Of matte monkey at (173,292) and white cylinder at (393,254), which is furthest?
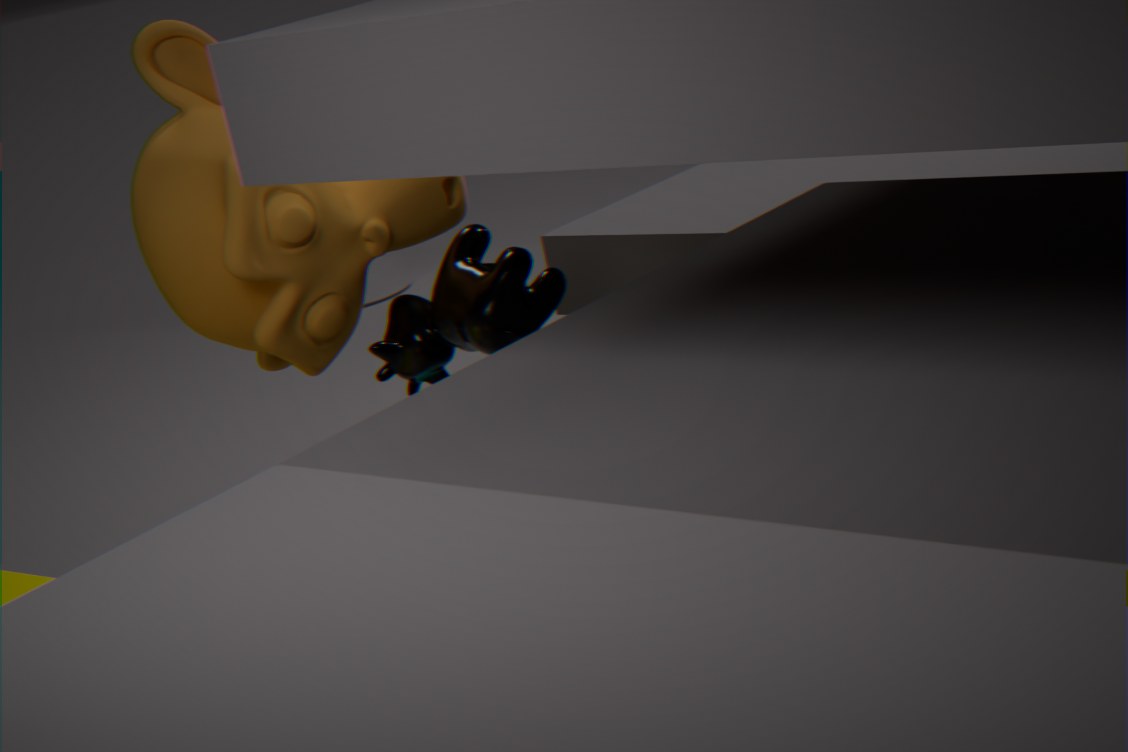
white cylinder at (393,254)
